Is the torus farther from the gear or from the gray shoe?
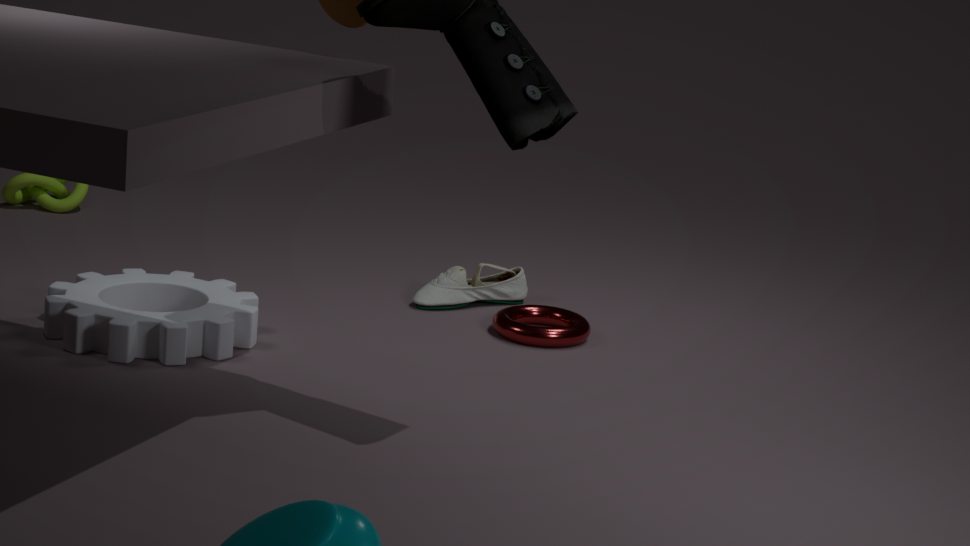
the gear
